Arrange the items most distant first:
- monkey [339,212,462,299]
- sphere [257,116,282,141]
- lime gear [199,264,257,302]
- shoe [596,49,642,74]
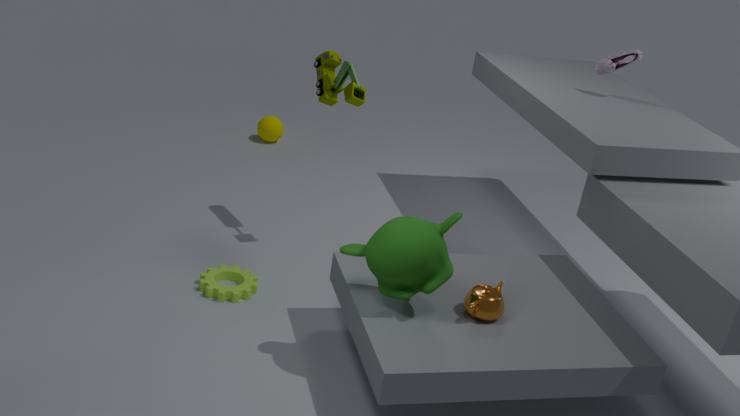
1. sphere [257,116,282,141]
2. shoe [596,49,642,74]
3. lime gear [199,264,257,302]
4. monkey [339,212,462,299]
